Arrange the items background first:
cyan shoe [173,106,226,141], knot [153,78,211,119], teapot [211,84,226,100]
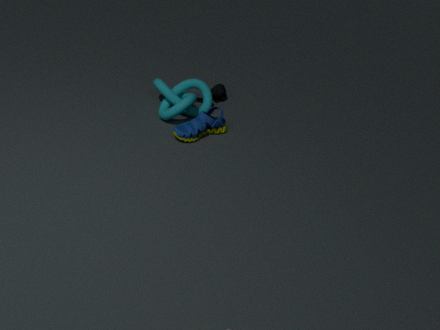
teapot [211,84,226,100], knot [153,78,211,119], cyan shoe [173,106,226,141]
